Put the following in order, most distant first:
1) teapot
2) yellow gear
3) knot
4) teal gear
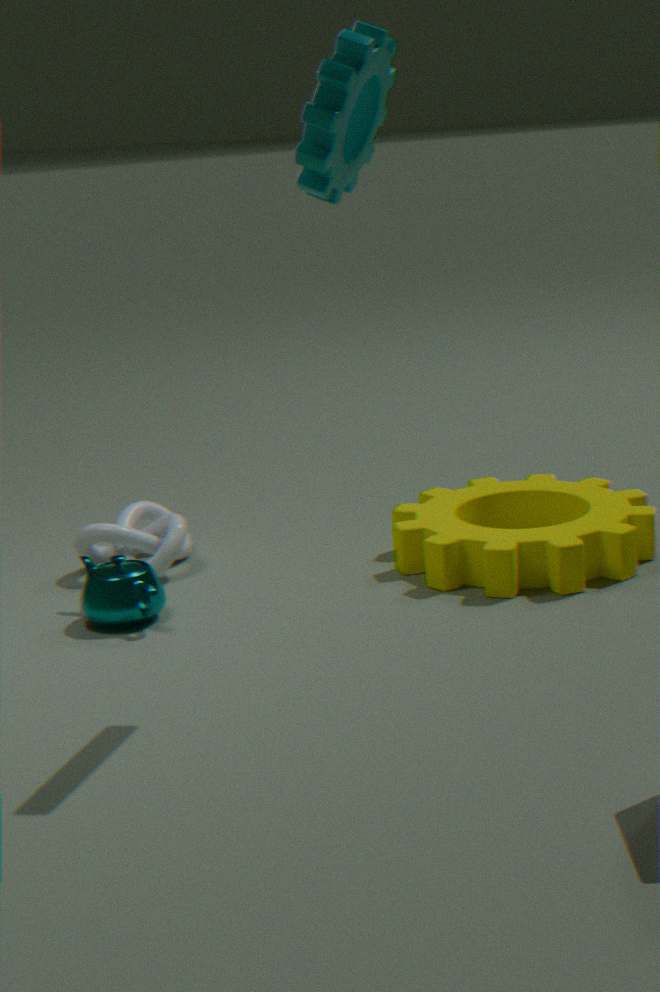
3. knot, 2. yellow gear, 1. teapot, 4. teal gear
